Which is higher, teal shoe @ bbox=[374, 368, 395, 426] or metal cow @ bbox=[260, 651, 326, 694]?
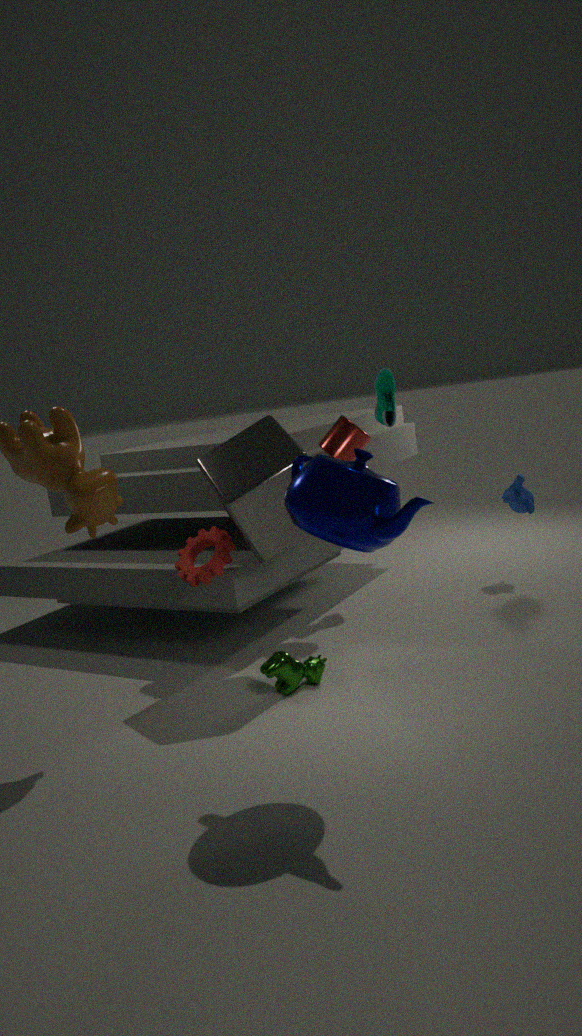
teal shoe @ bbox=[374, 368, 395, 426]
